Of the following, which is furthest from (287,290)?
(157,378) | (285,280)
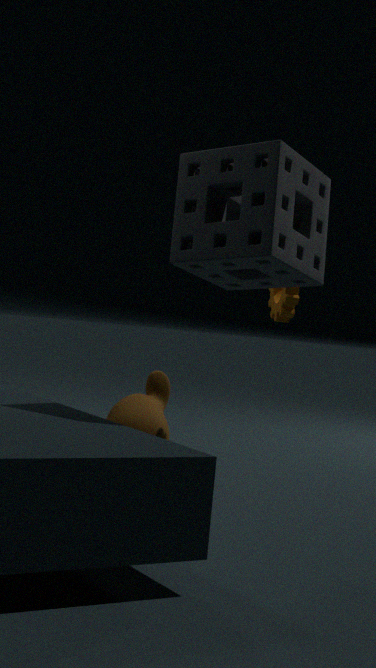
(157,378)
